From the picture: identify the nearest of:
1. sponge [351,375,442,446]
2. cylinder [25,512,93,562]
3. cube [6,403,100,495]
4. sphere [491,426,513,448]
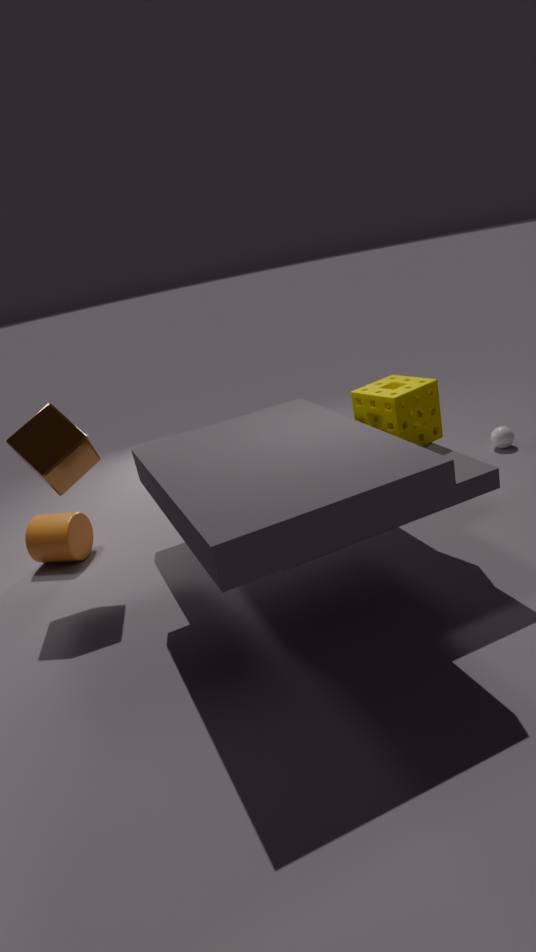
sponge [351,375,442,446]
